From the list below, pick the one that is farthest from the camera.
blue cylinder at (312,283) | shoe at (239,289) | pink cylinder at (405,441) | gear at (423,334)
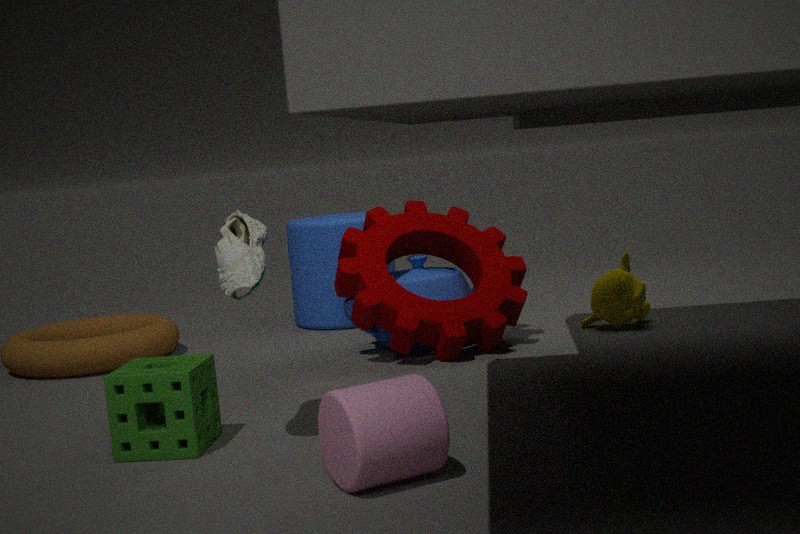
blue cylinder at (312,283)
